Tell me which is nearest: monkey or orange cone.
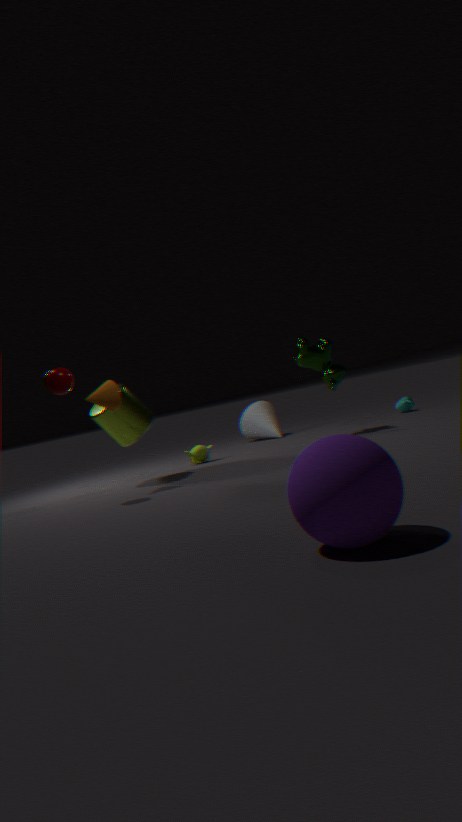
orange cone
